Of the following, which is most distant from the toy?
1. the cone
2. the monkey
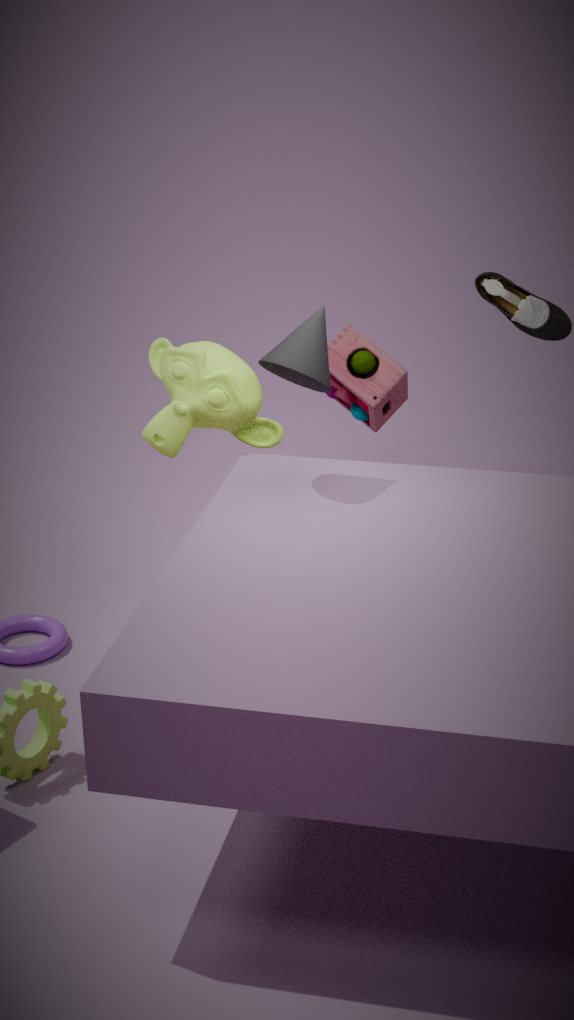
the cone
